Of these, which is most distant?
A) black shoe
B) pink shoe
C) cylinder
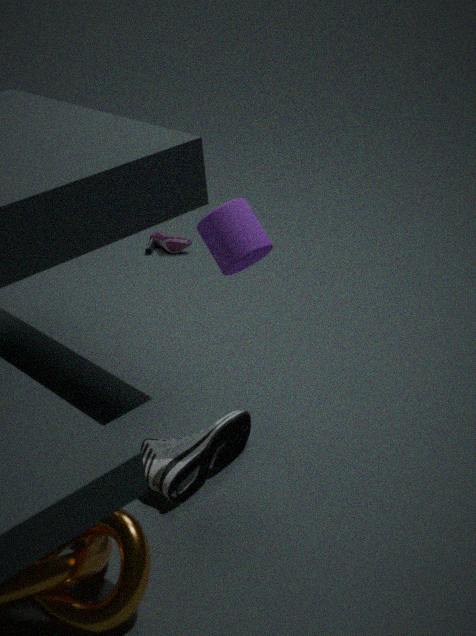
pink shoe
